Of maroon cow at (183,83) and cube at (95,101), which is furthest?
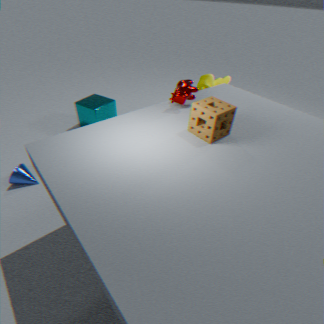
cube at (95,101)
